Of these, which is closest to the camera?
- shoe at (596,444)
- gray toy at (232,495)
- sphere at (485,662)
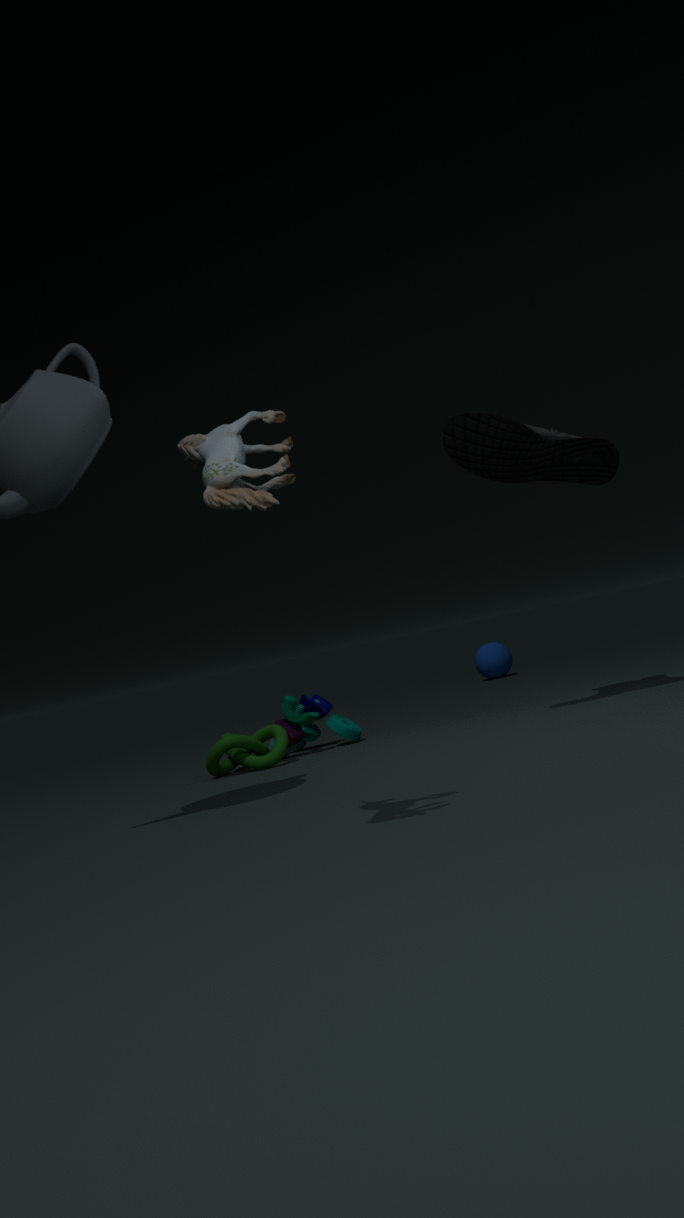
gray toy at (232,495)
